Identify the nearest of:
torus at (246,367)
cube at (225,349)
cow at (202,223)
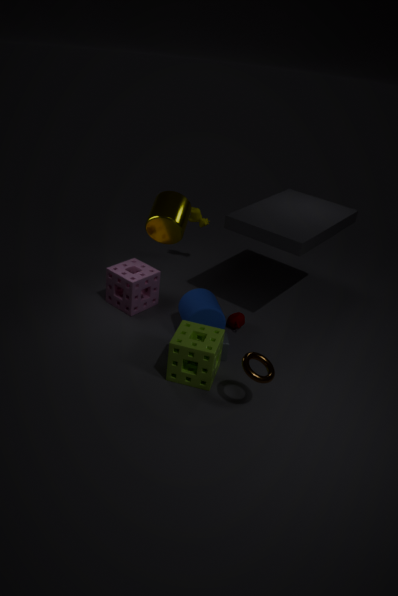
torus at (246,367)
